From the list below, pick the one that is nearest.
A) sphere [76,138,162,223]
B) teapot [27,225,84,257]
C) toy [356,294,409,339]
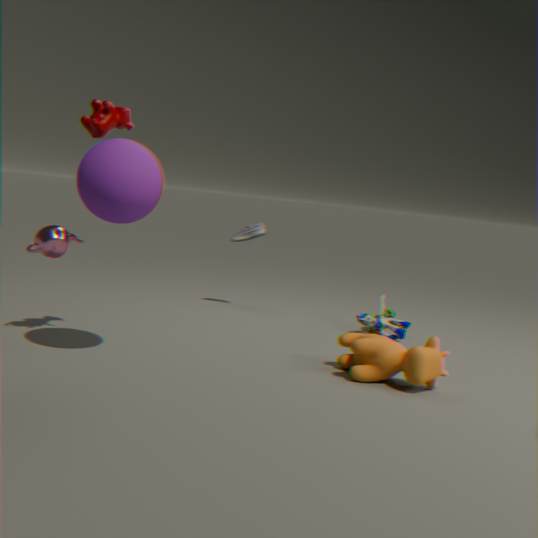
sphere [76,138,162,223]
